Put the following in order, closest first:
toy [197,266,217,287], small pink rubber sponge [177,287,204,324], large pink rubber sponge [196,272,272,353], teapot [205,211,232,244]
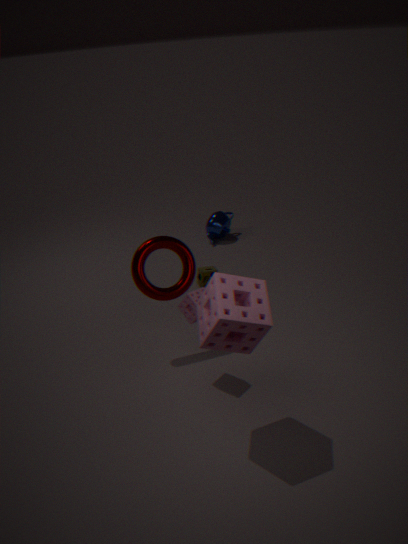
1. large pink rubber sponge [196,272,272,353]
2. small pink rubber sponge [177,287,204,324]
3. toy [197,266,217,287]
4. teapot [205,211,232,244]
